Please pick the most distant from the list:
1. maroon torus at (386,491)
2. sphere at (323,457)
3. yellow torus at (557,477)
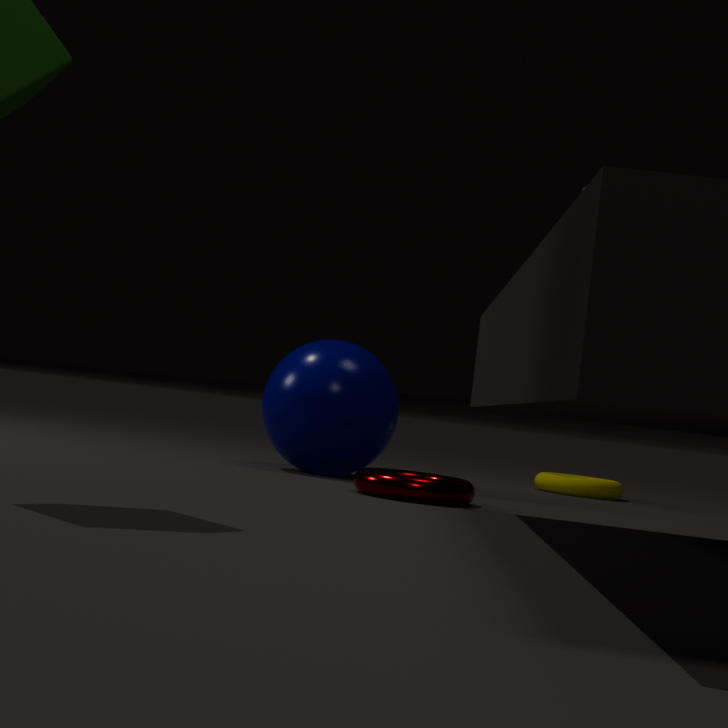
yellow torus at (557,477)
